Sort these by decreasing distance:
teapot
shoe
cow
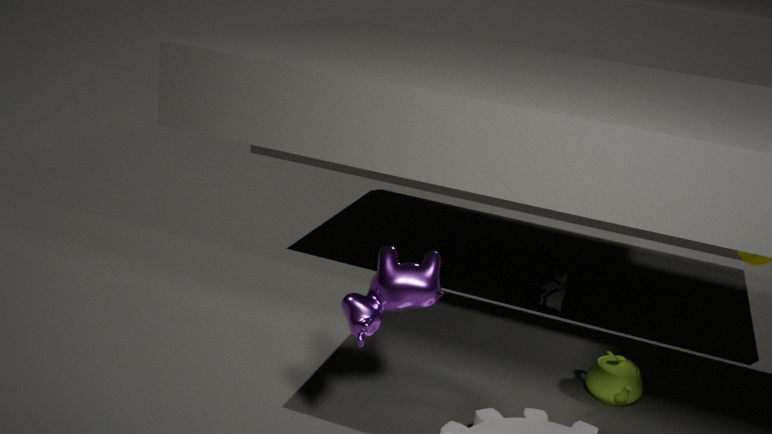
1. shoe
2. teapot
3. cow
